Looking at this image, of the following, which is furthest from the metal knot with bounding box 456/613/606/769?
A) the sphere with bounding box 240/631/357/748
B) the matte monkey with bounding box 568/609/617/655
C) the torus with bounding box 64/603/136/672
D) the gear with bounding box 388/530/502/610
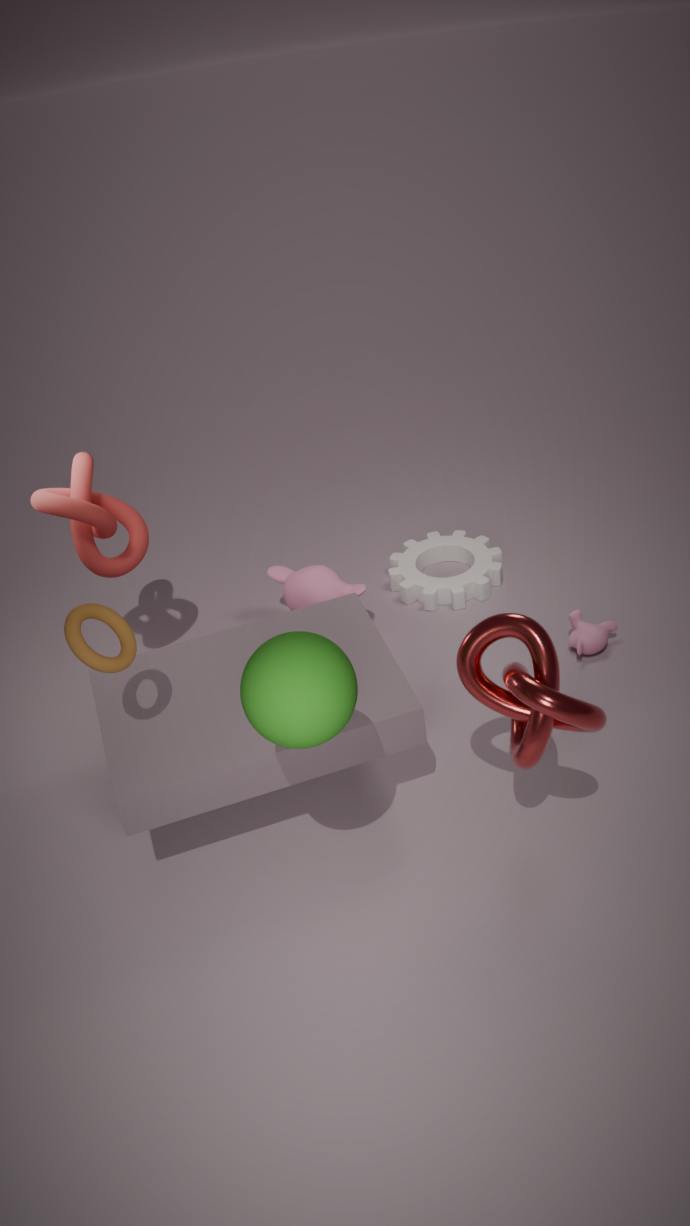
the gear with bounding box 388/530/502/610
